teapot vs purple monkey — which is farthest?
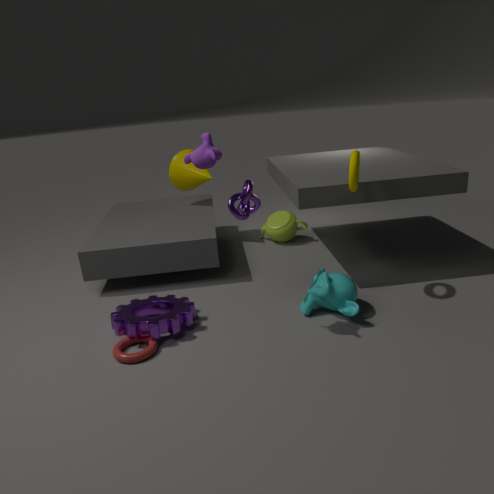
teapot
